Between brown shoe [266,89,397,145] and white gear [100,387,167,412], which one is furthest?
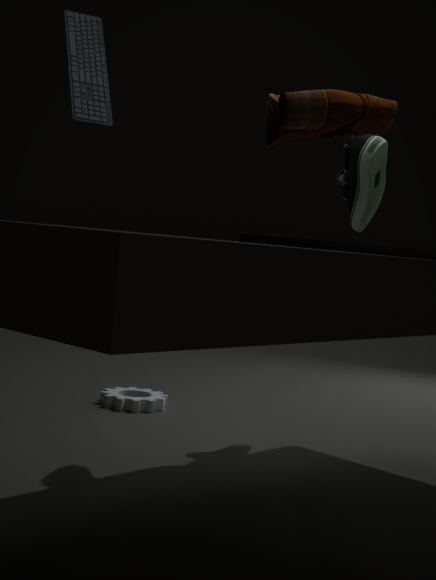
white gear [100,387,167,412]
